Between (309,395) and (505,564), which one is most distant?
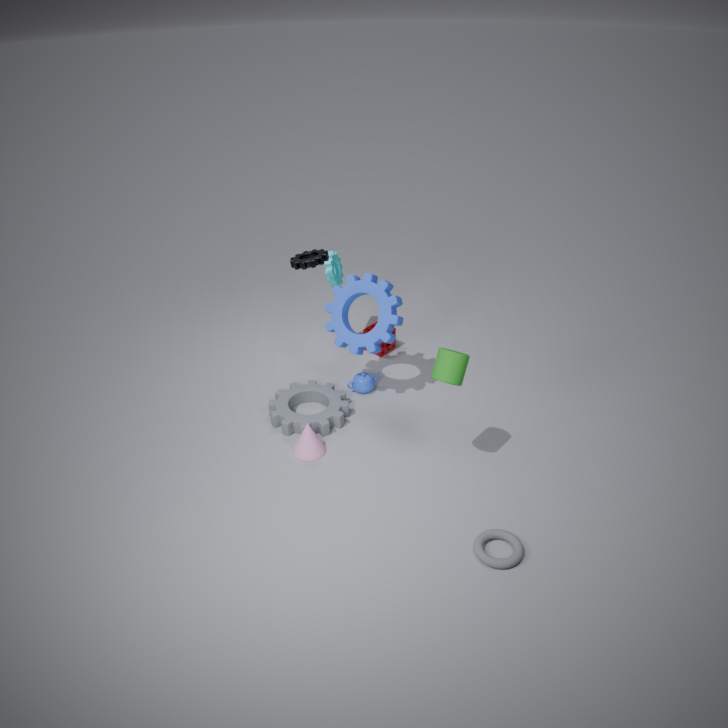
(309,395)
